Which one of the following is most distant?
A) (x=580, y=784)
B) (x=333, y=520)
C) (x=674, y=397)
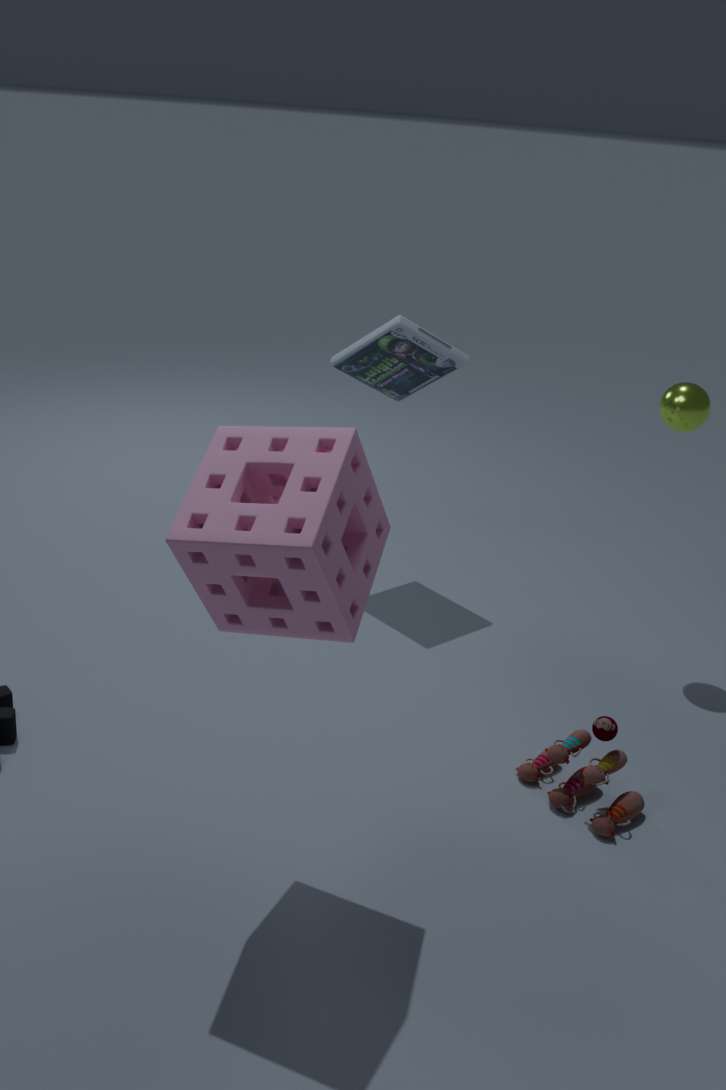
(x=674, y=397)
